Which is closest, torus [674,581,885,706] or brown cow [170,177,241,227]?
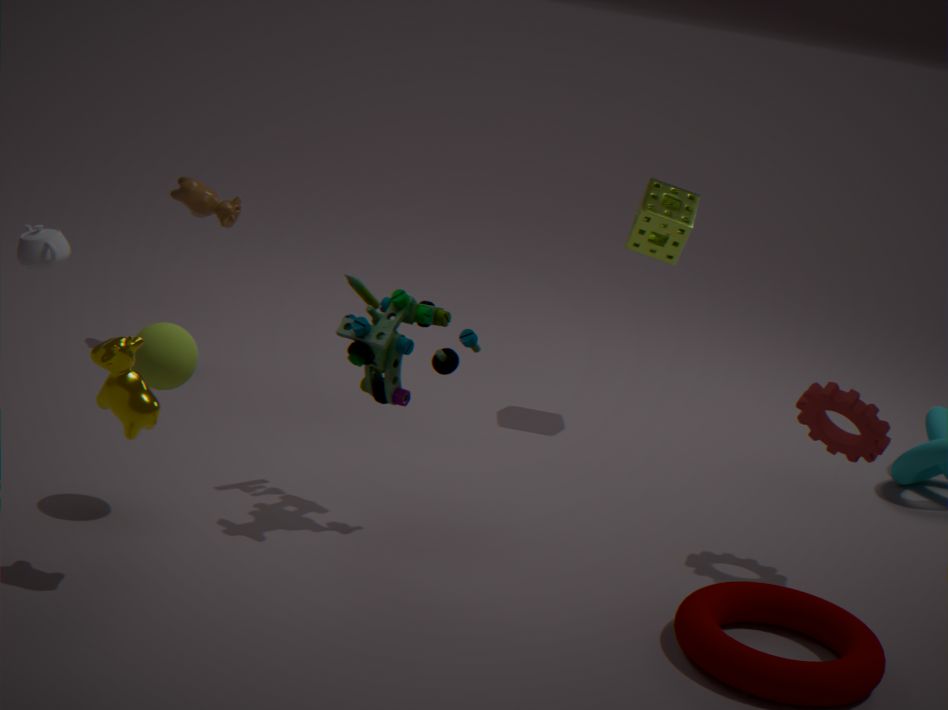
torus [674,581,885,706]
